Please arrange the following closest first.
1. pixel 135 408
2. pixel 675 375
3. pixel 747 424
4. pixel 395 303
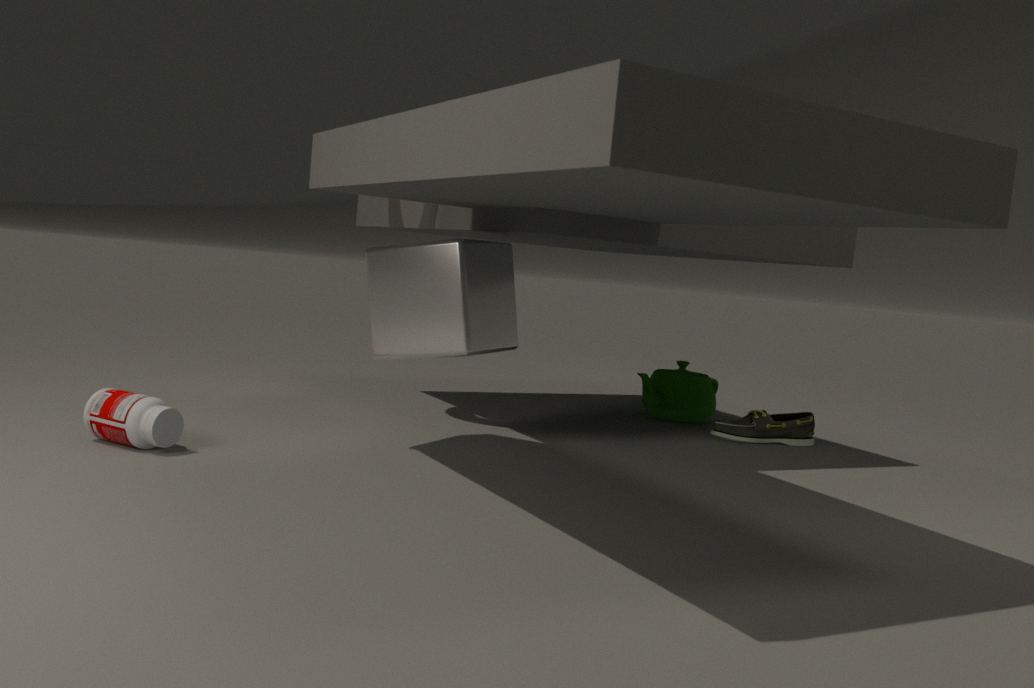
pixel 135 408, pixel 395 303, pixel 747 424, pixel 675 375
